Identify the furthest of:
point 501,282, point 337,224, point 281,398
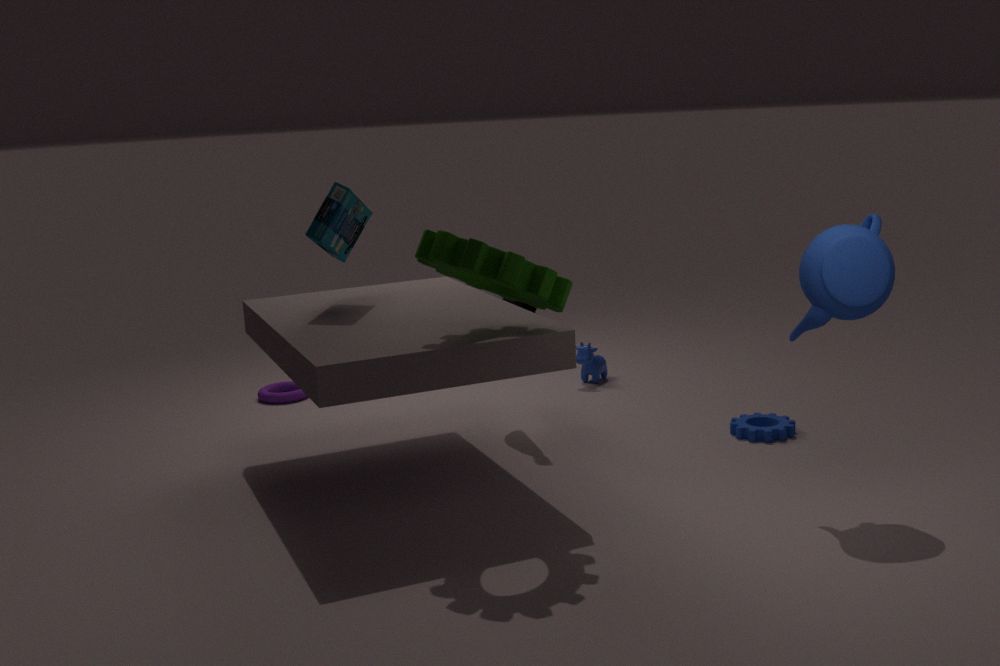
point 281,398
